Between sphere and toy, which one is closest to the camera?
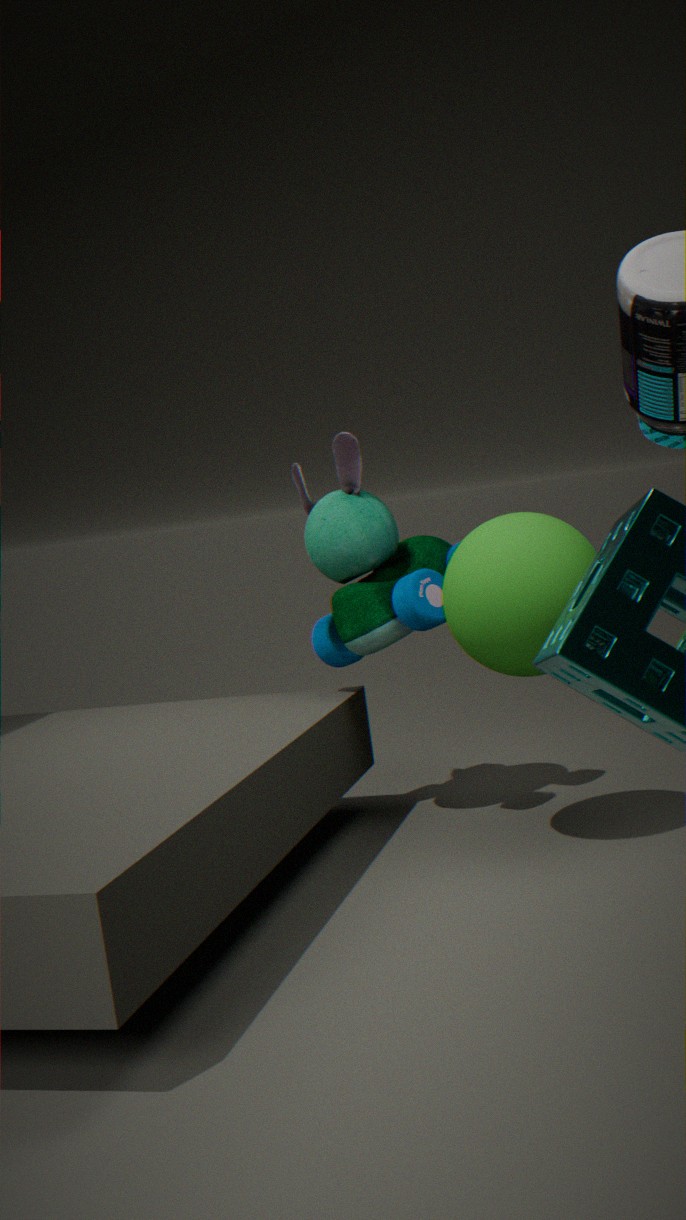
sphere
